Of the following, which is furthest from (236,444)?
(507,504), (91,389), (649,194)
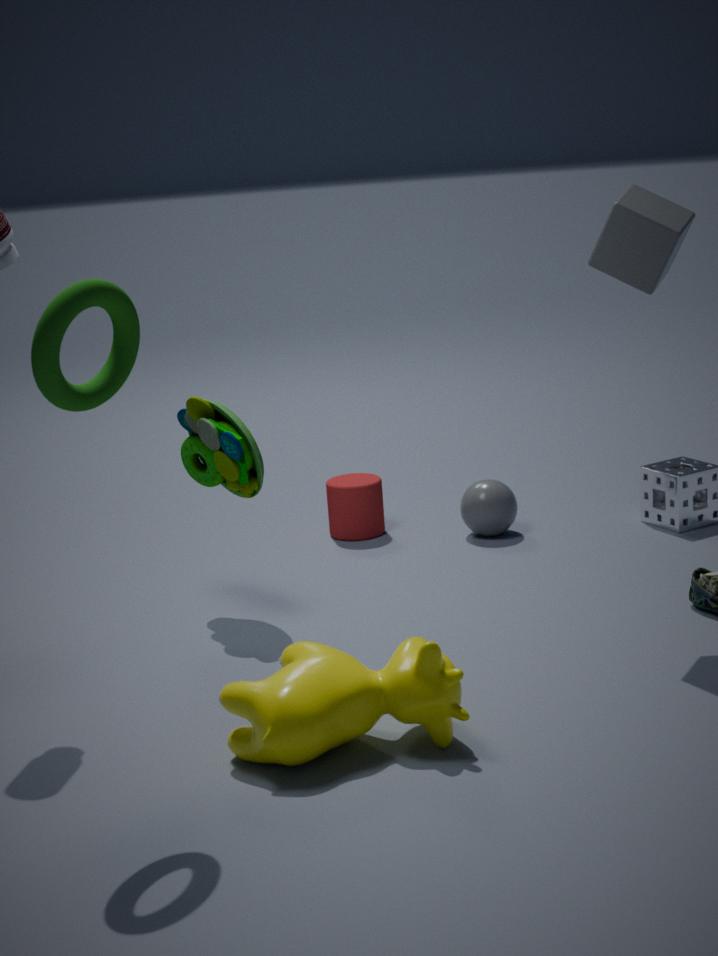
(649,194)
